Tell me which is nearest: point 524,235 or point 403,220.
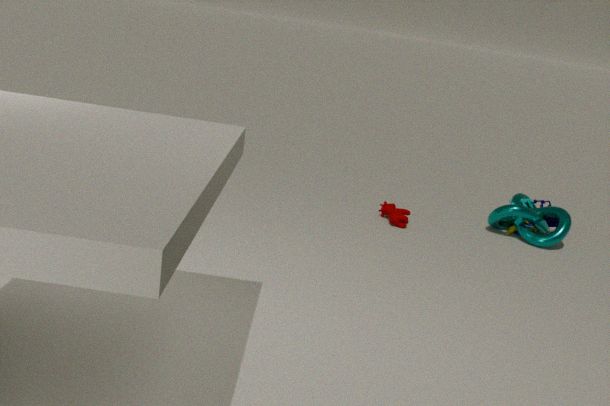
point 403,220
